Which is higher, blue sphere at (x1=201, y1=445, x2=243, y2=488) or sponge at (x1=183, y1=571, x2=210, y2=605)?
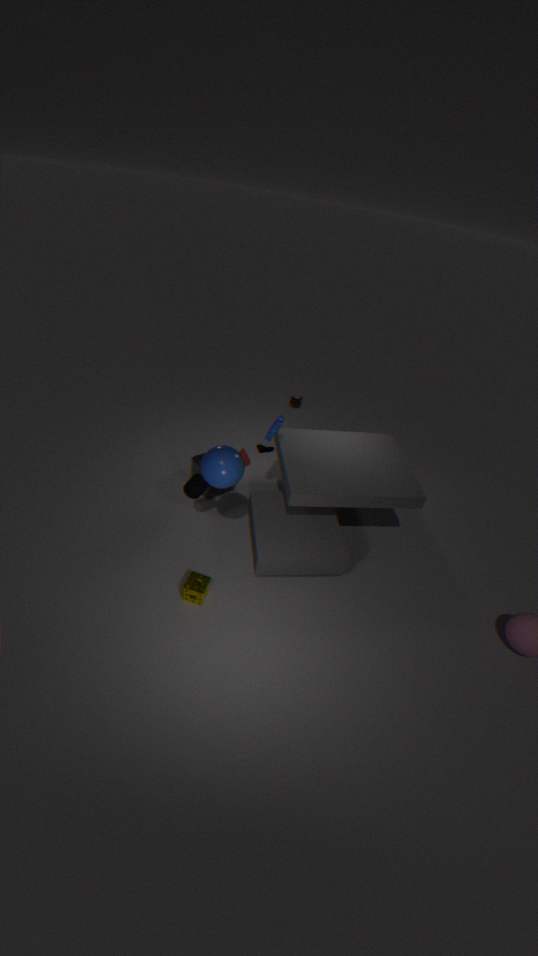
blue sphere at (x1=201, y1=445, x2=243, y2=488)
